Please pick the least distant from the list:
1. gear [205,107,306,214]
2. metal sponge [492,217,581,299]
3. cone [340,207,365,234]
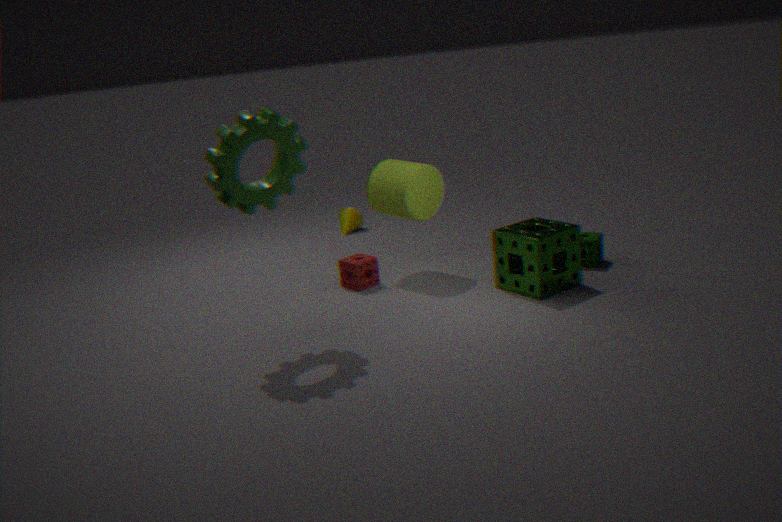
gear [205,107,306,214]
